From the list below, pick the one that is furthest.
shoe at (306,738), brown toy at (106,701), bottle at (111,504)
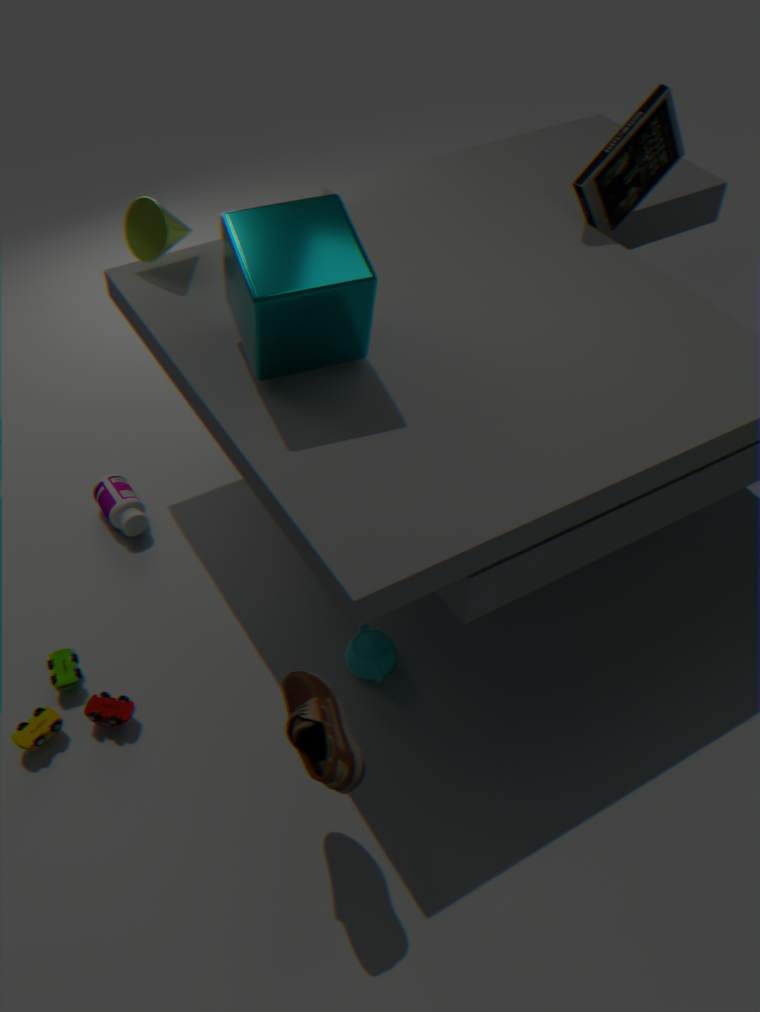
bottle at (111,504)
